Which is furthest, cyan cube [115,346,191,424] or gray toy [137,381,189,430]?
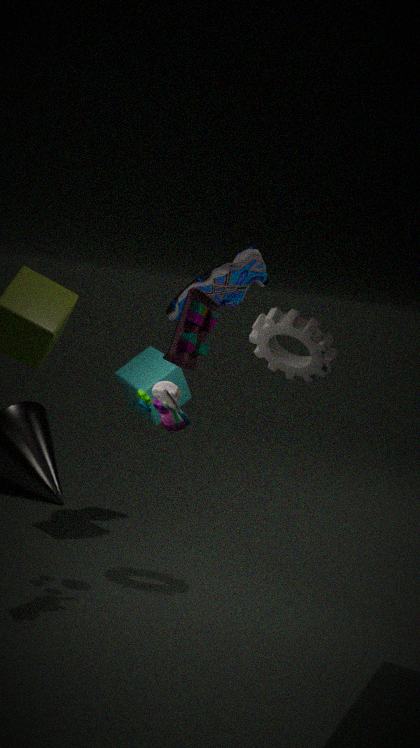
cyan cube [115,346,191,424]
